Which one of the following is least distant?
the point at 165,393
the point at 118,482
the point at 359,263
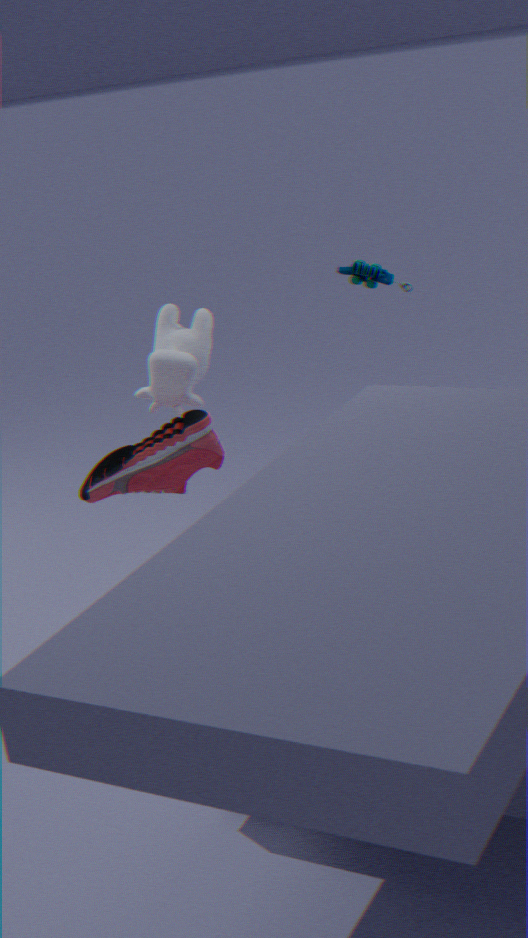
the point at 118,482
